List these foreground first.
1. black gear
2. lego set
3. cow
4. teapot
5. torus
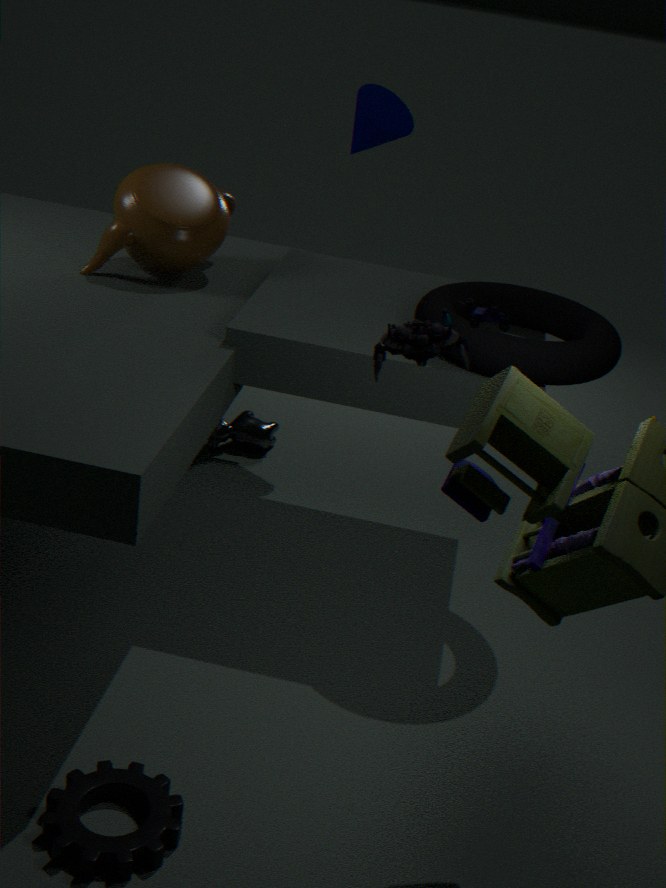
lego set → black gear → torus → teapot → cow
